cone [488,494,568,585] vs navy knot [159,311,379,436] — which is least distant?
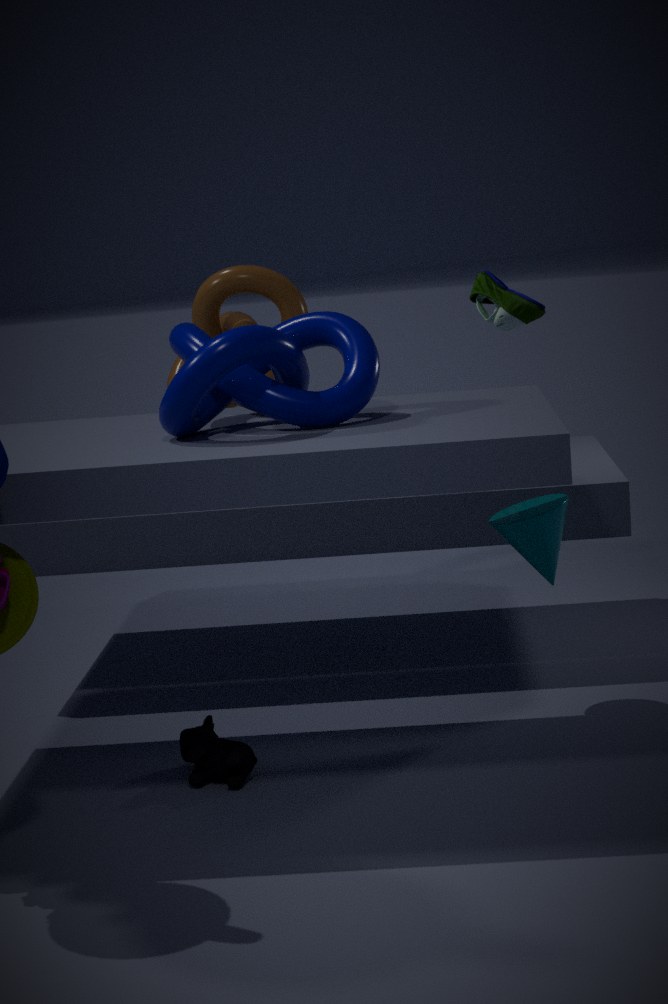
navy knot [159,311,379,436]
